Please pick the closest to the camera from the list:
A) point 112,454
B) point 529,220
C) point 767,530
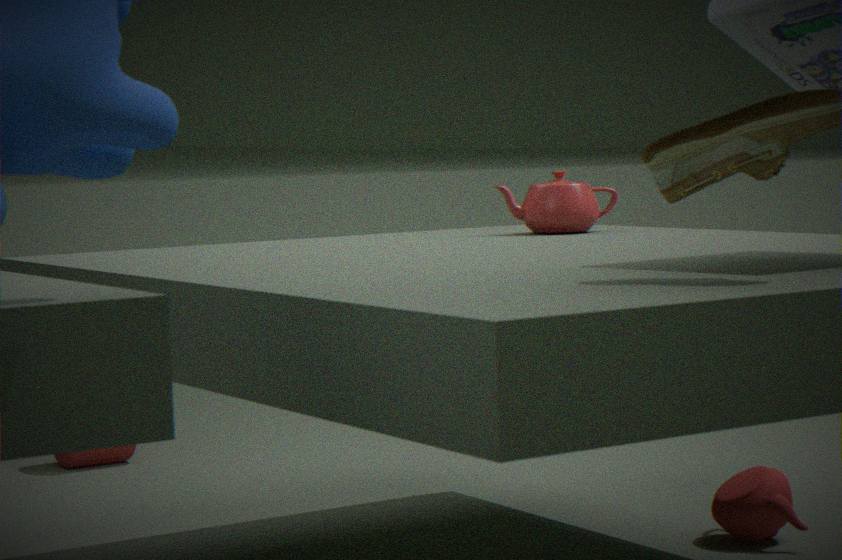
point 767,530
